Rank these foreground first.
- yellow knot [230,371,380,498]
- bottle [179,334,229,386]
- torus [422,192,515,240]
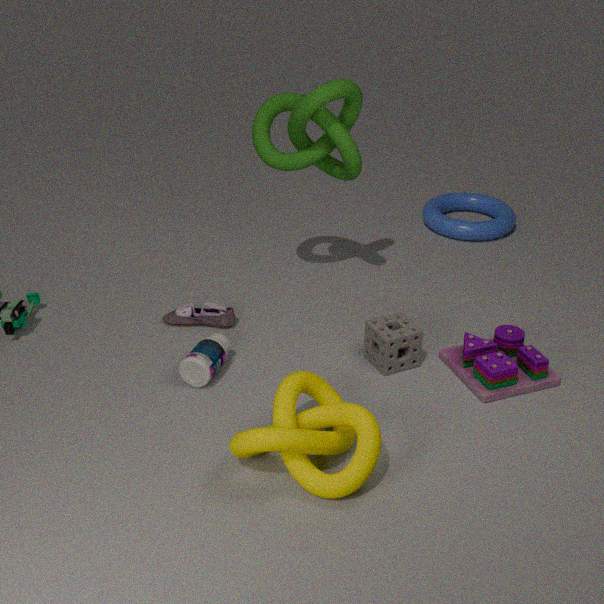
yellow knot [230,371,380,498]
bottle [179,334,229,386]
torus [422,192,515,240]
